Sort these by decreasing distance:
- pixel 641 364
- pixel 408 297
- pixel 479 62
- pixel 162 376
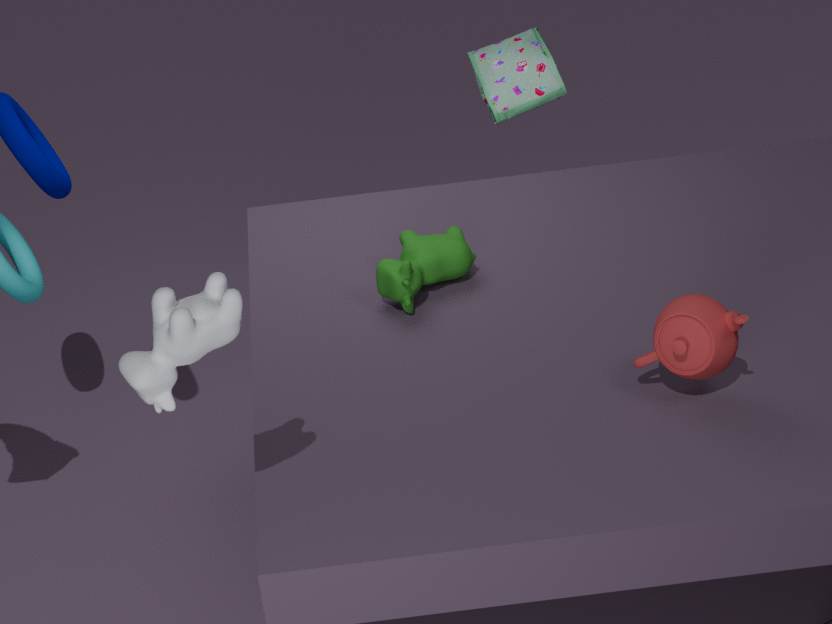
pixel 479 62 → pixel 408 297 → pixel 641 364 → pixel 162 376
